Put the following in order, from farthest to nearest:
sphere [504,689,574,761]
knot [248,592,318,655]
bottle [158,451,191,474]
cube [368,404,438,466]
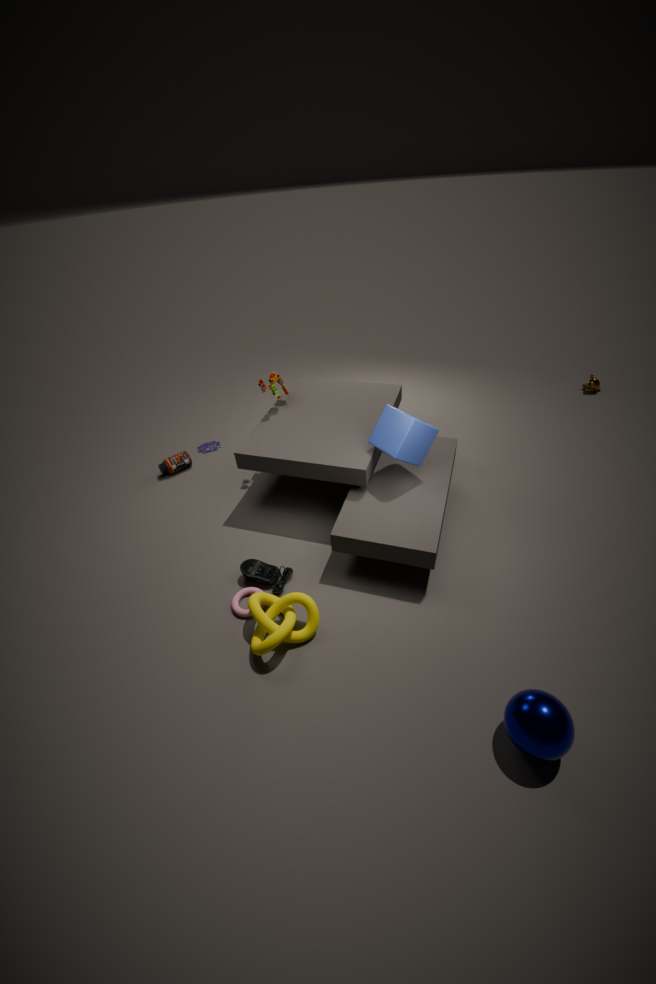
bottle [158,451,191,474]
cube [368,404,438,466]
knot [248,592,318,655]
sphere [504,689,574,761]
